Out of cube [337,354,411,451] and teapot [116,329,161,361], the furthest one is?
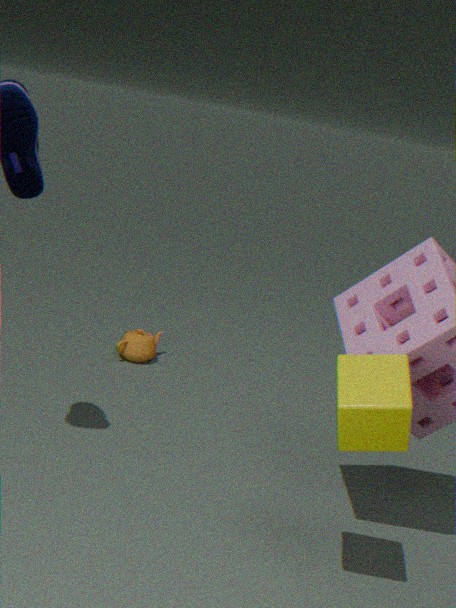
teapot [116,329,161,361]
